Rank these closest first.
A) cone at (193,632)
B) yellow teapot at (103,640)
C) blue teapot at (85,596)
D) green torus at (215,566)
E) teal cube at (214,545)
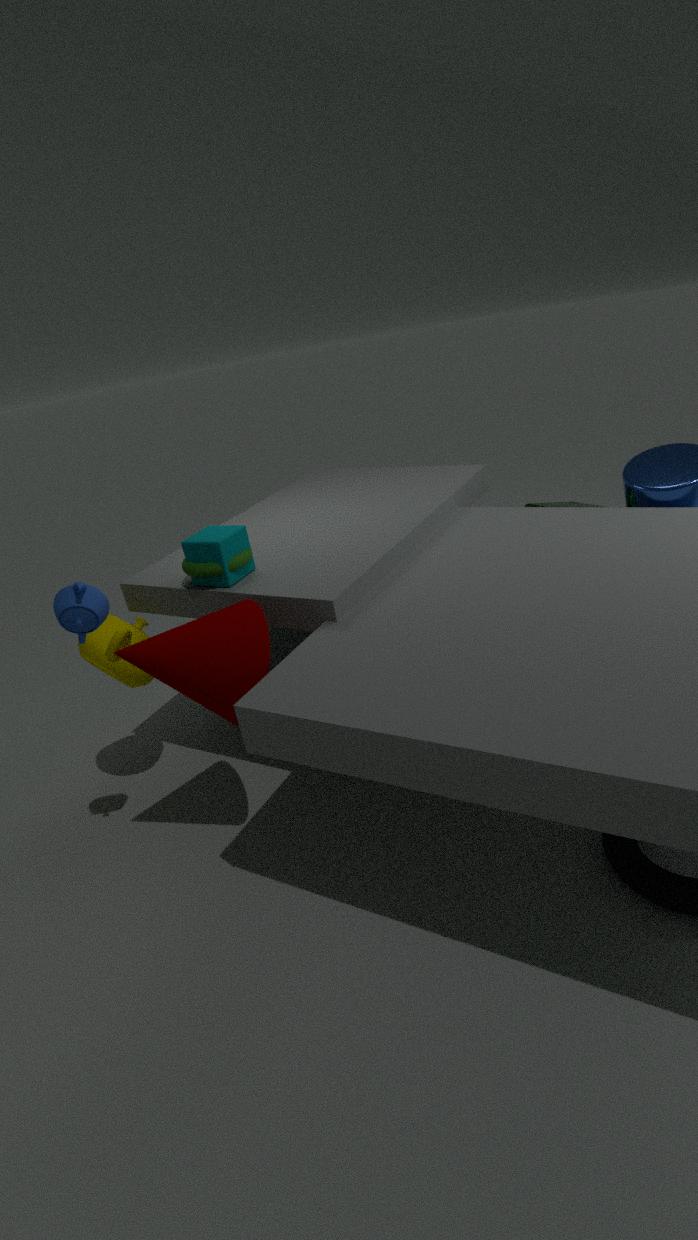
blue teapot at (85,596)
cone at (193,632)
teal cube at (214,545)
green torus at (215,566)
yellow teapot at (103,640)
